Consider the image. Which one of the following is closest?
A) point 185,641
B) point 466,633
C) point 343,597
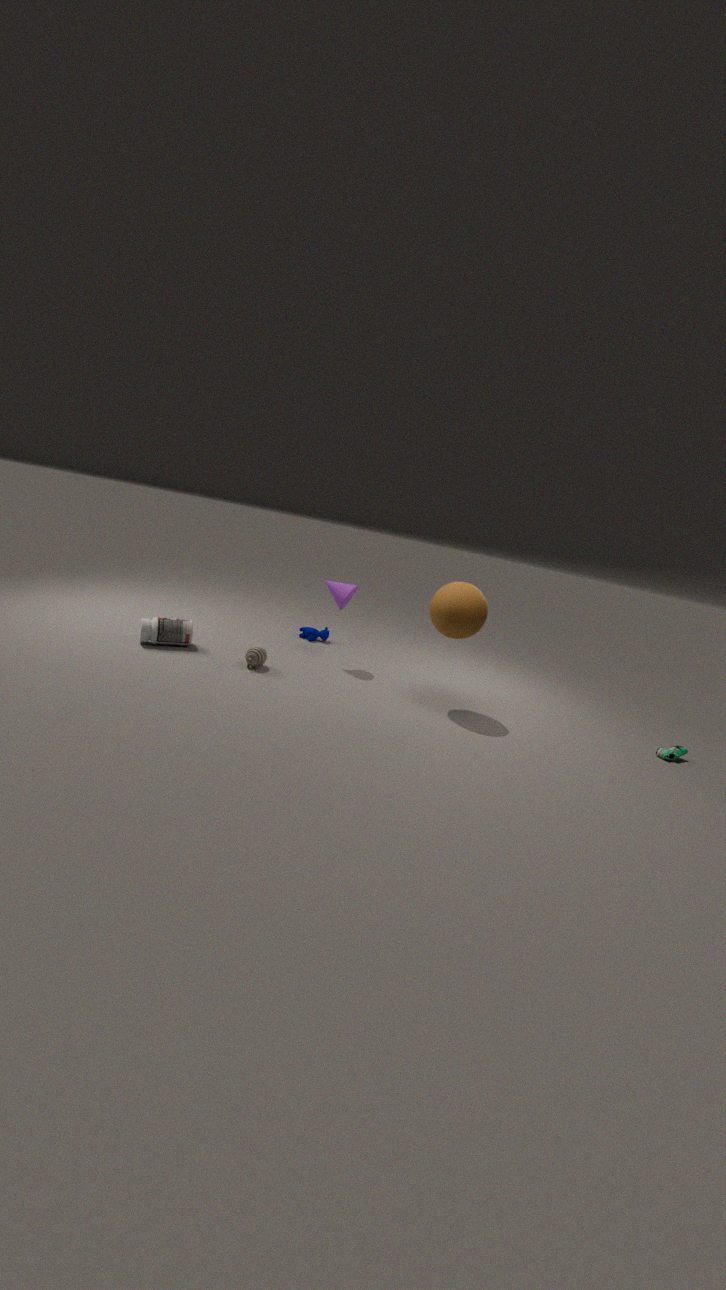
point 466,633
